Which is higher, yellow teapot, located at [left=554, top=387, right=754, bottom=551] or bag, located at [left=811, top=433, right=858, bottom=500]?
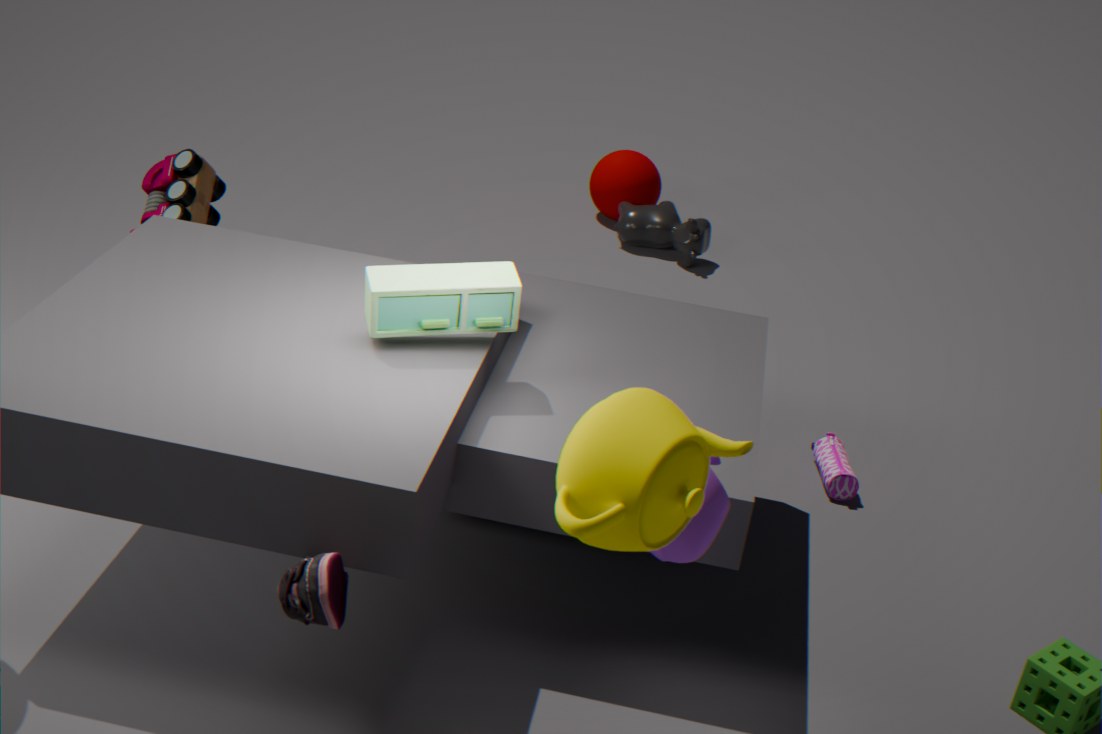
yellow teapot, located at [left=554, top=387, right=754, bottom=551]
